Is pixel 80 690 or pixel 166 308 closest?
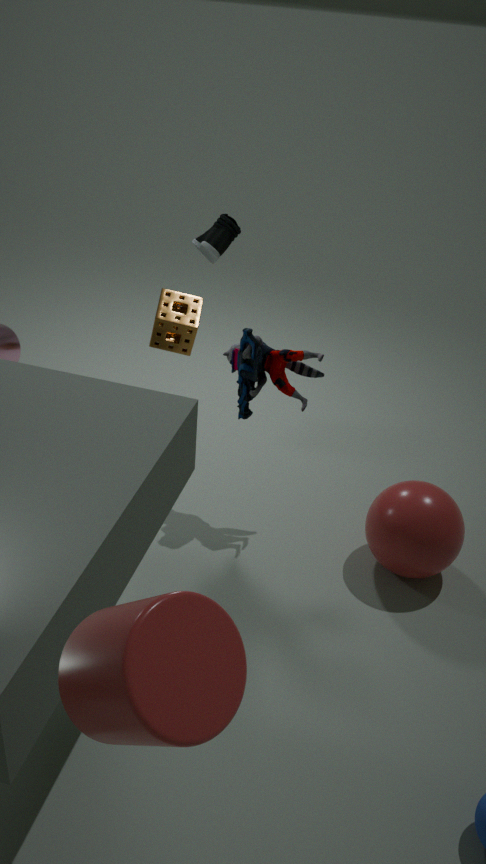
pixel 80 690
